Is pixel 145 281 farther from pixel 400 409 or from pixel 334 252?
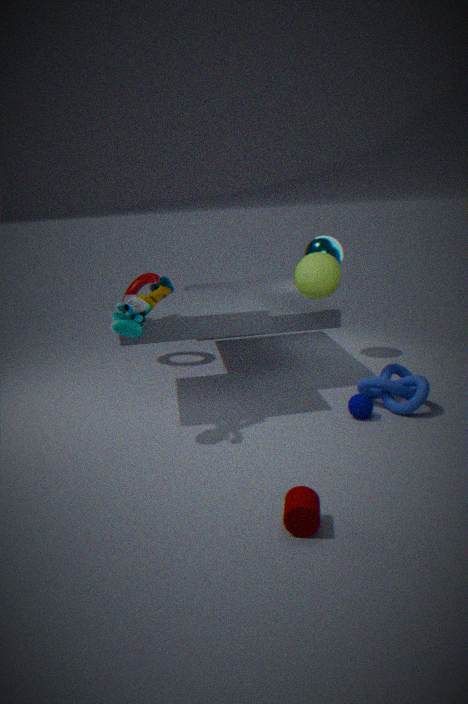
pixel 400 409
